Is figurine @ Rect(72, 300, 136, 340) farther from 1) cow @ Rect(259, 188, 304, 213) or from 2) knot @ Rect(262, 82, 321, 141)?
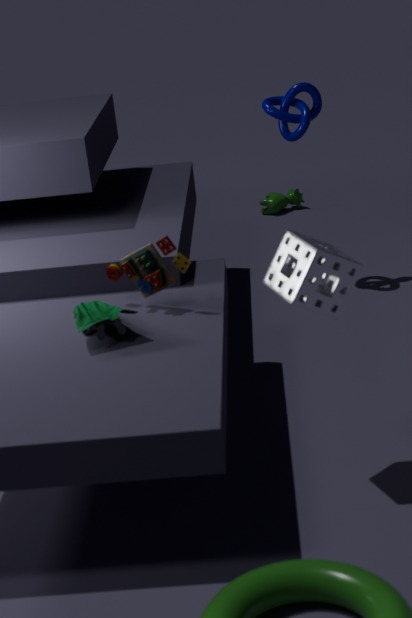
1) cow @ Rect(259, 188, 304, 213)
